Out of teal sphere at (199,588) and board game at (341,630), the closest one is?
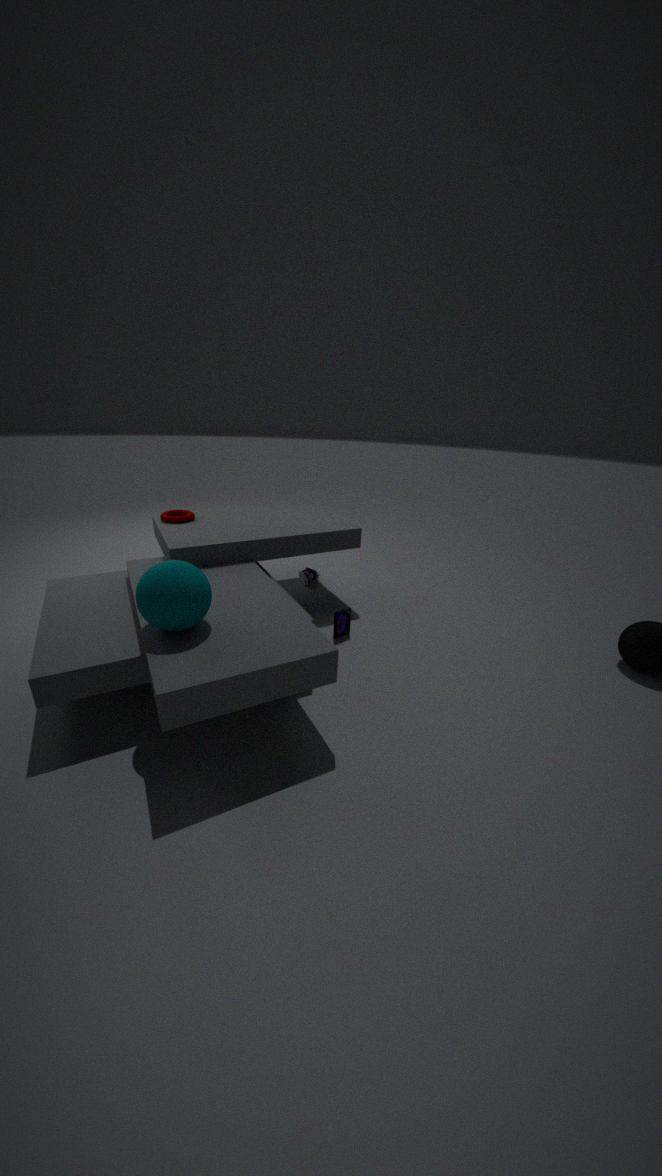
teal sphere at (199,588)
